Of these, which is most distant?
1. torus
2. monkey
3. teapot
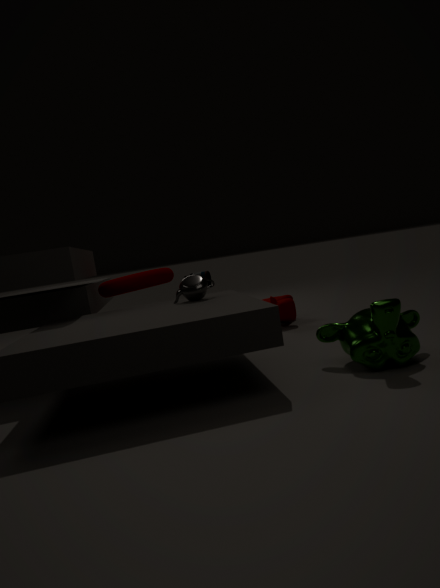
torus
